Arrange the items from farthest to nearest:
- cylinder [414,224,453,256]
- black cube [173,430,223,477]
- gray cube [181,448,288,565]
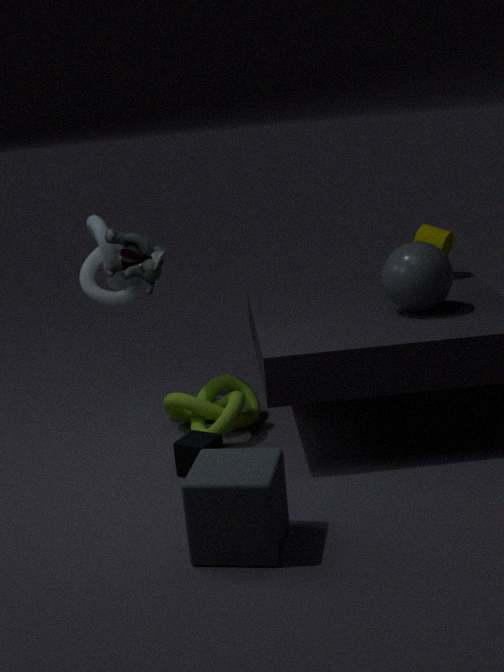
cylinder [414,224,453,256]
black cube [173,430,223,477]
gray cube [181,448,288,565]
